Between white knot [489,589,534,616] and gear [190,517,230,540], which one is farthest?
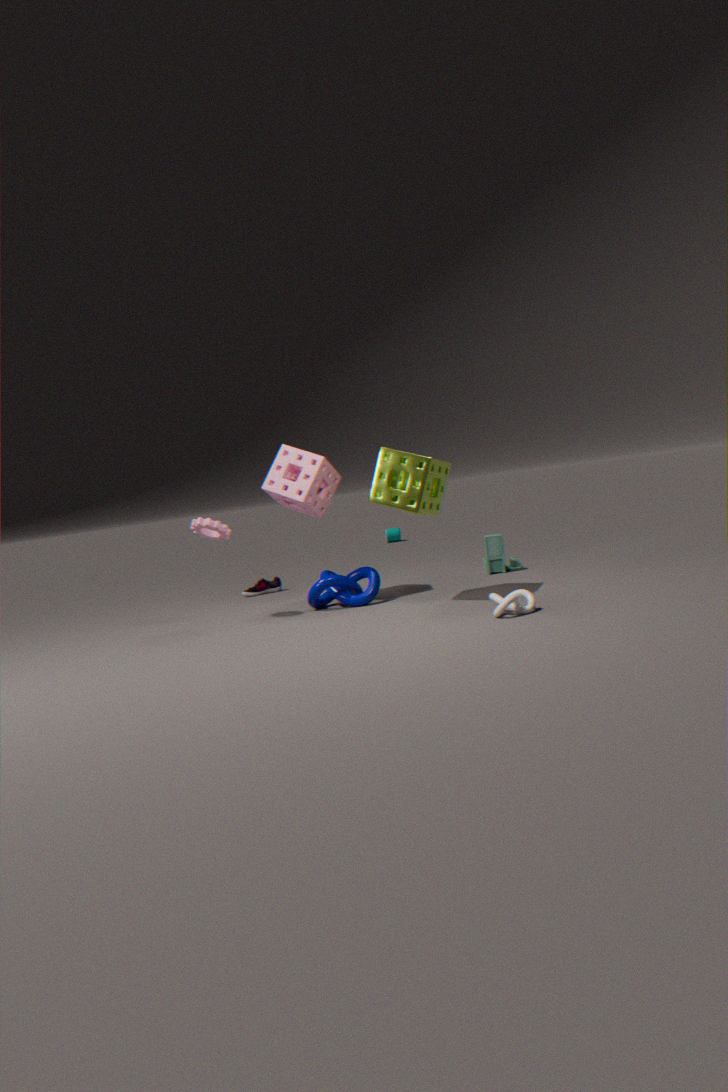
gear [190,517,230,540]
